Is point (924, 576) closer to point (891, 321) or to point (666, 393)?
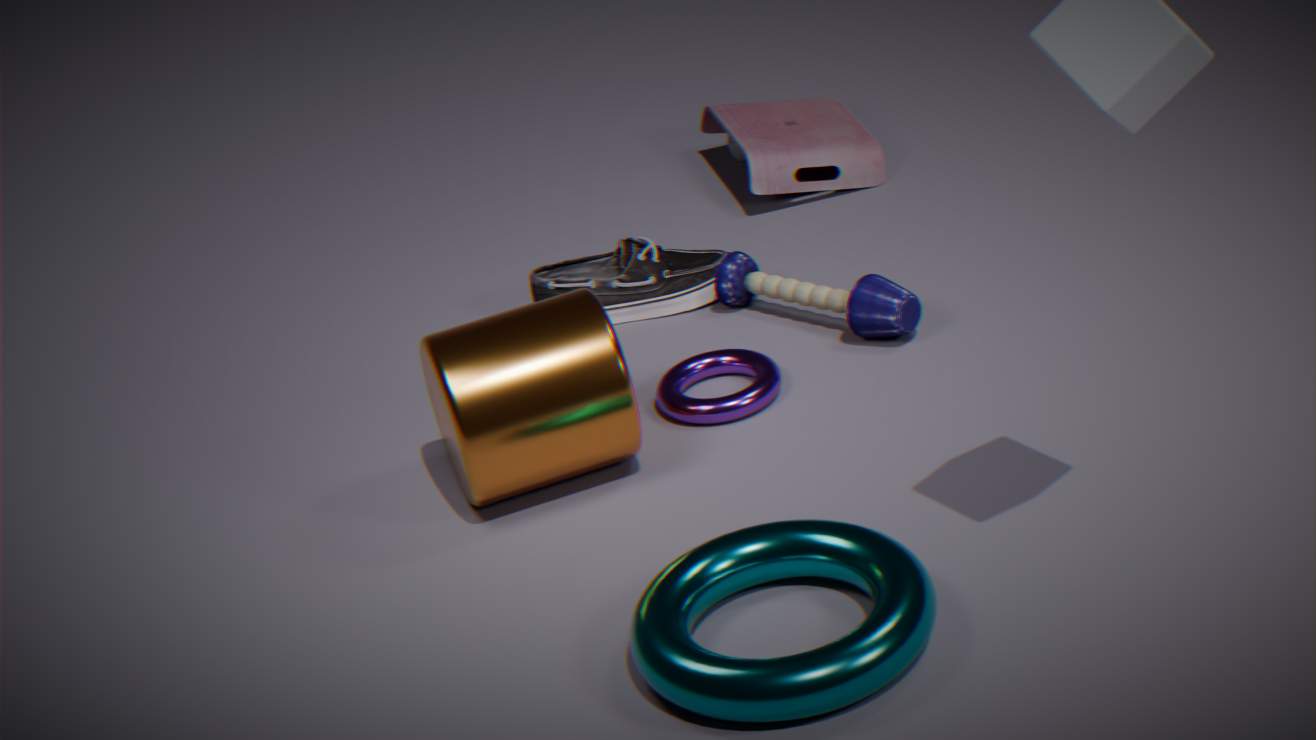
point (666, 393)
